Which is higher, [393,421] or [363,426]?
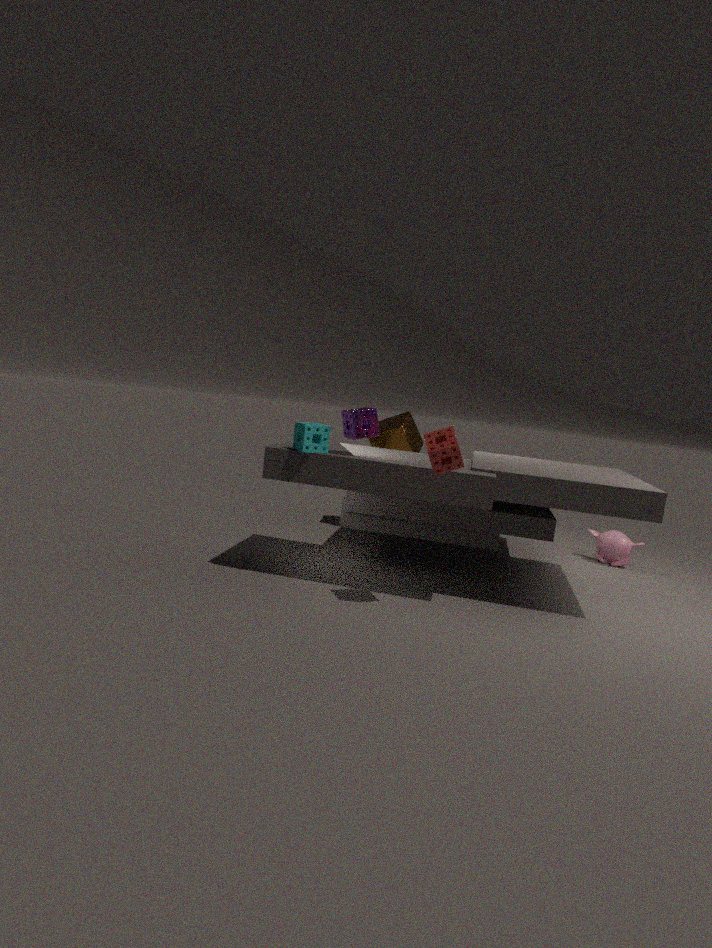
[363,426]
